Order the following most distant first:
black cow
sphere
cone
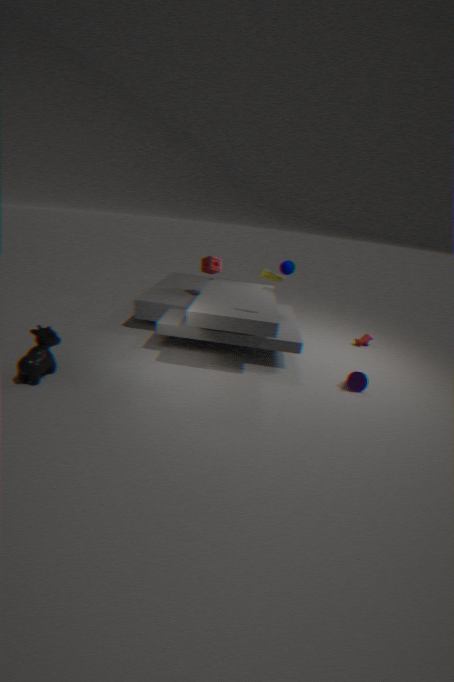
sphere
cone
black cow
